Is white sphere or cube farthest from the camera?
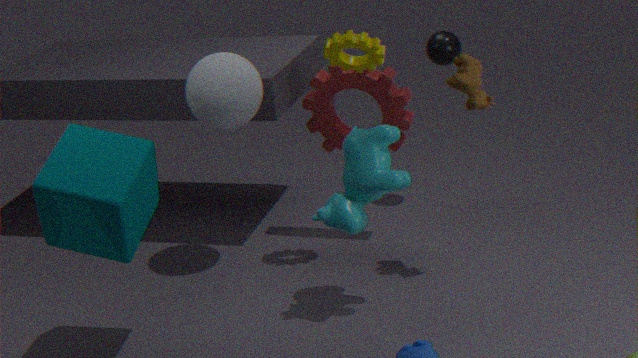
white sphere
